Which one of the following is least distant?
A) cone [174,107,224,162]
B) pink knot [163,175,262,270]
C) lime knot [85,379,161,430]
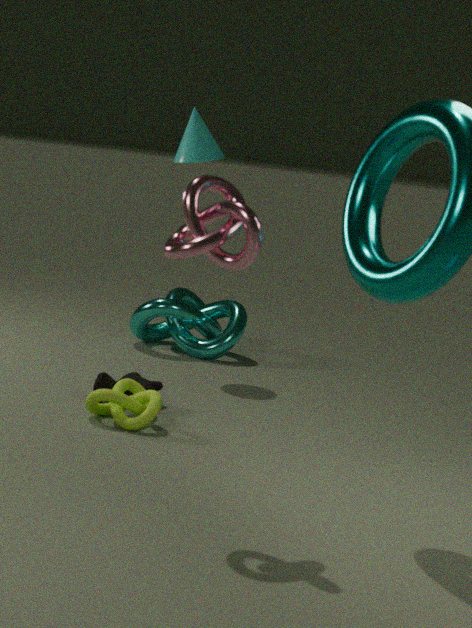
pink knot [163,175,262,270]
